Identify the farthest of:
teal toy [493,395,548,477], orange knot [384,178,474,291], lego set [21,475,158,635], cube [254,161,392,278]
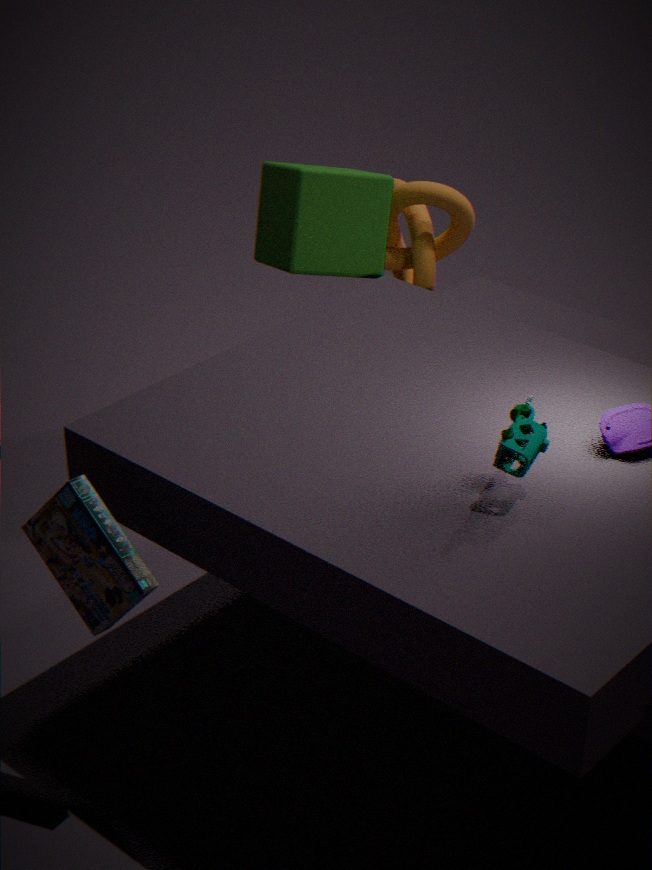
orange knot [384,178,474,291]
